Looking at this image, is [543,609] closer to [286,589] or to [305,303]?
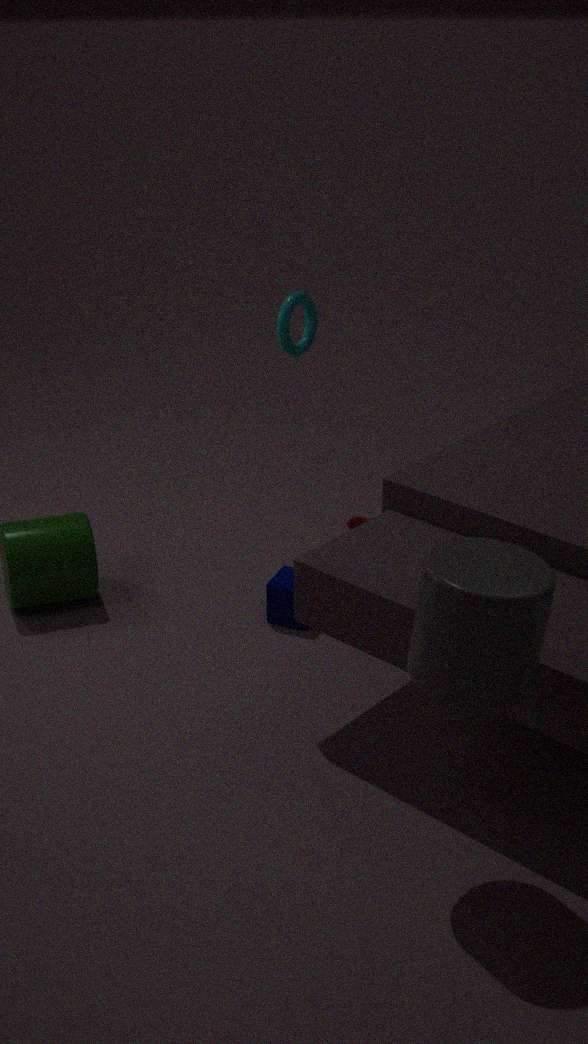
[286,589]
